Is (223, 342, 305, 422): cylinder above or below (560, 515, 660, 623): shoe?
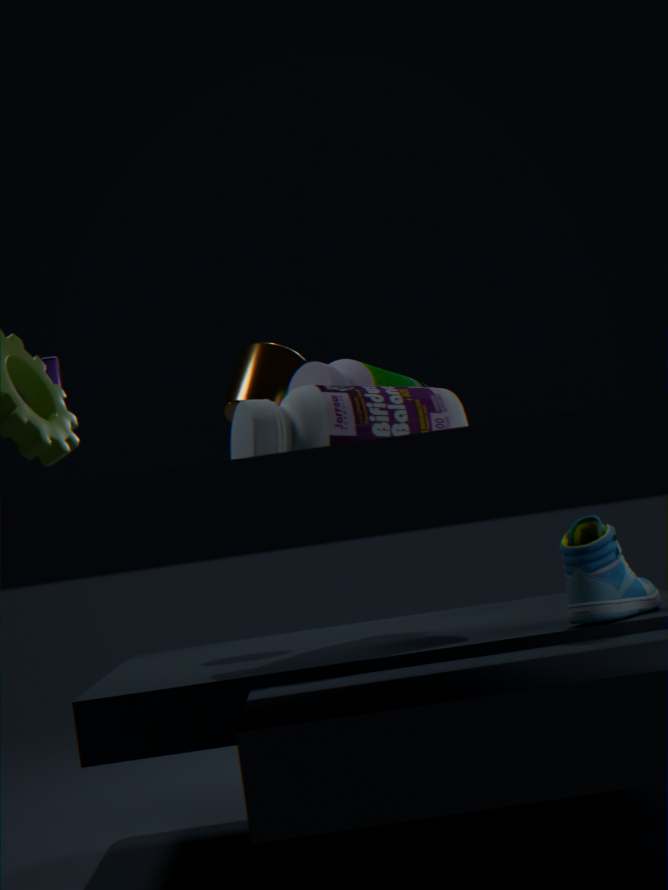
above
